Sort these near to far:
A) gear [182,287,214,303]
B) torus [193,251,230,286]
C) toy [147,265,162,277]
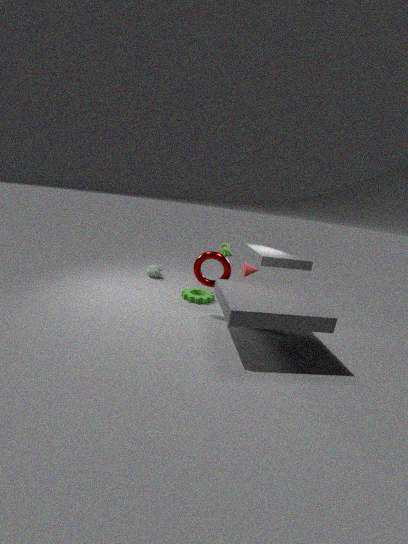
torus [193,251,230,286] → gear [182,287,214,303] → toy [147,265,162,277]
